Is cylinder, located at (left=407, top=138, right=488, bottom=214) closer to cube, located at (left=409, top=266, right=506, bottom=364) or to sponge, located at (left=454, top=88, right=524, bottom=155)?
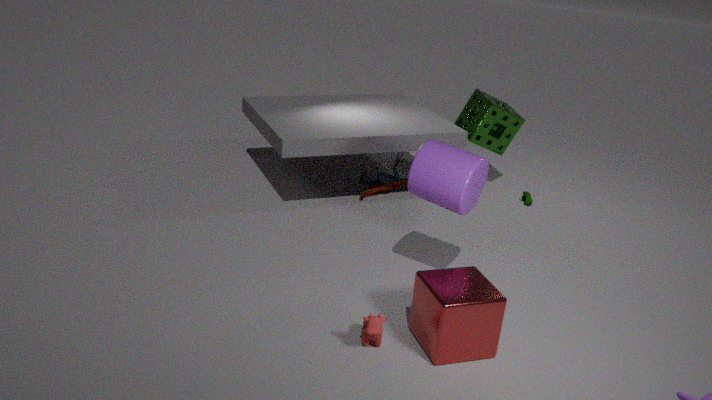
cube, located at (left=409, top=266, right=506, bottom=364)
